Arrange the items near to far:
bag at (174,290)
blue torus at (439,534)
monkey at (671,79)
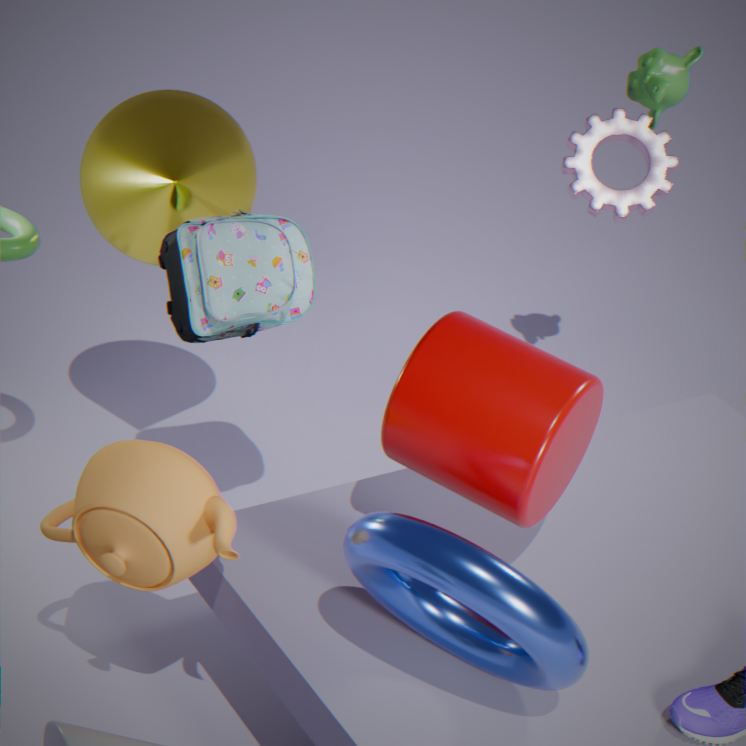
blue torus at (439,534), bag at (174,290), monkey at (671,79)
